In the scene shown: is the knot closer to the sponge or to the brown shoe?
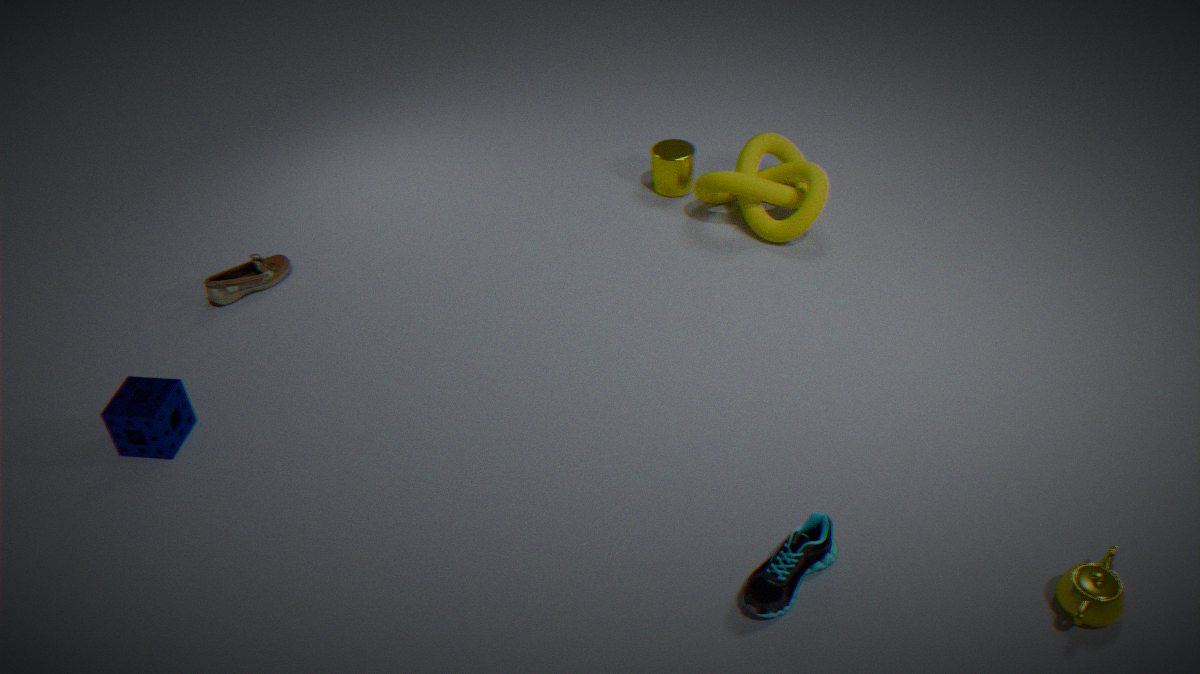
the brown shoe
